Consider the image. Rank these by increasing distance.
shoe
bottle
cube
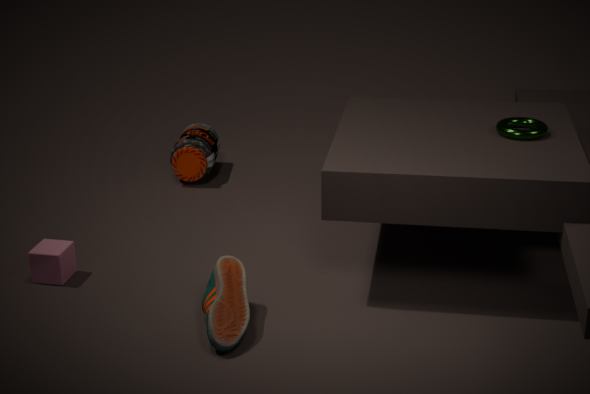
shoe → cube → bottle
